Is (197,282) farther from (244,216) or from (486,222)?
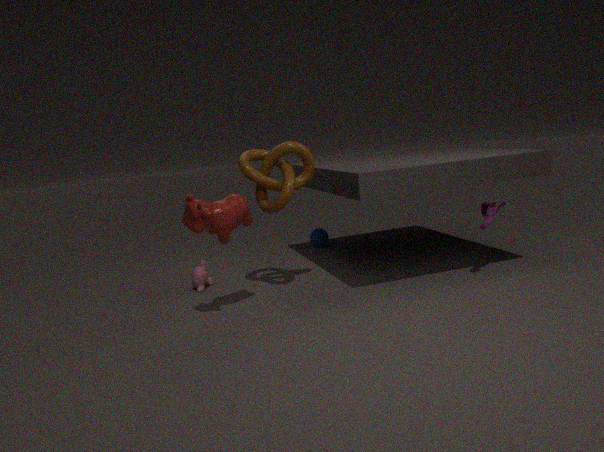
(486,222)
